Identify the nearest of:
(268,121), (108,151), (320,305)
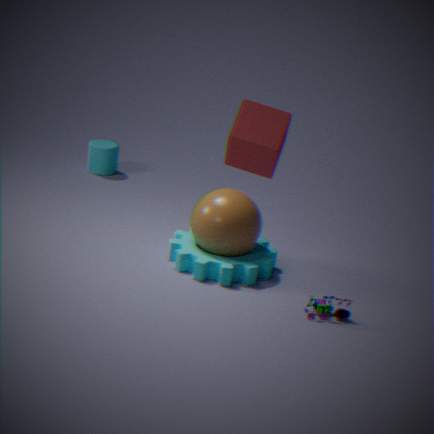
(268,121)
